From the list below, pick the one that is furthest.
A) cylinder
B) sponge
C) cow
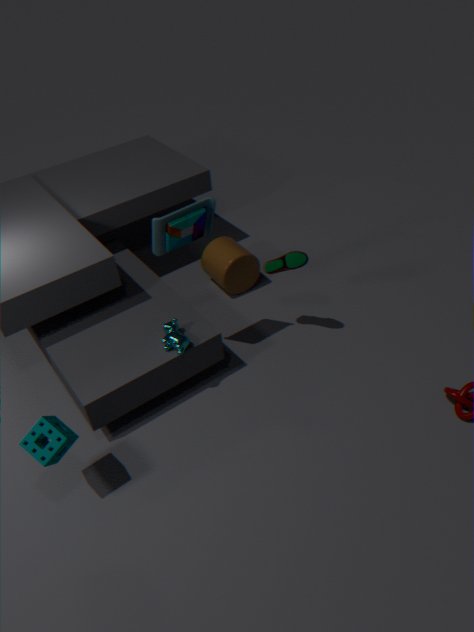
cylinder
